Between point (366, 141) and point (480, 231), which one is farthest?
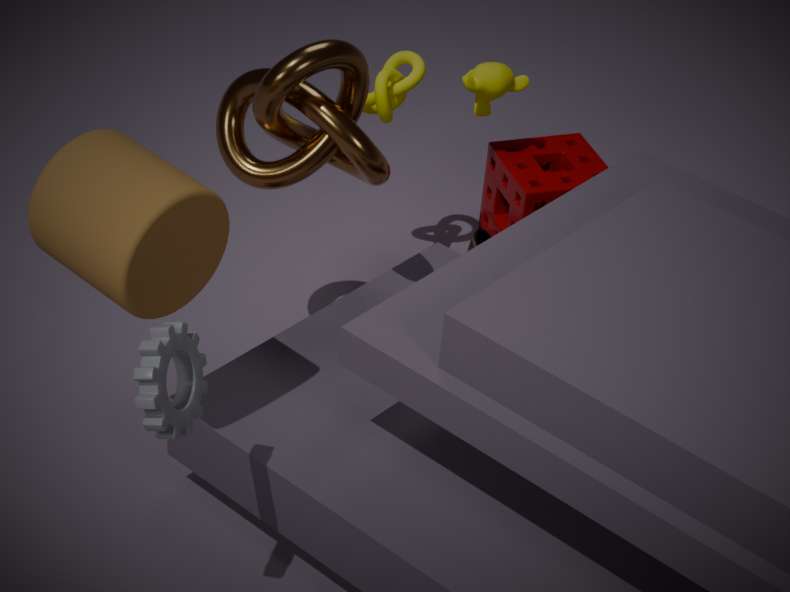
point (480, 231)
